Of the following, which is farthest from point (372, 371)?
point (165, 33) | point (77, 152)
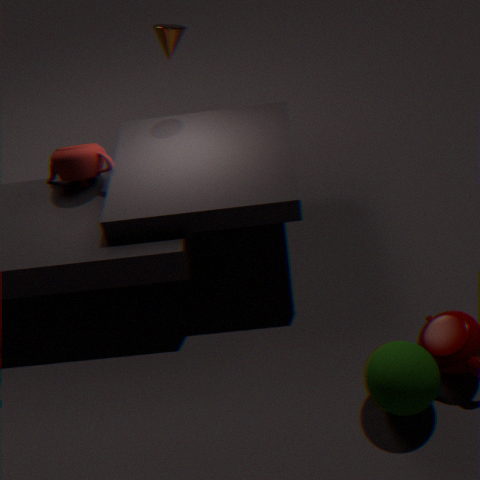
point (165, 33)
